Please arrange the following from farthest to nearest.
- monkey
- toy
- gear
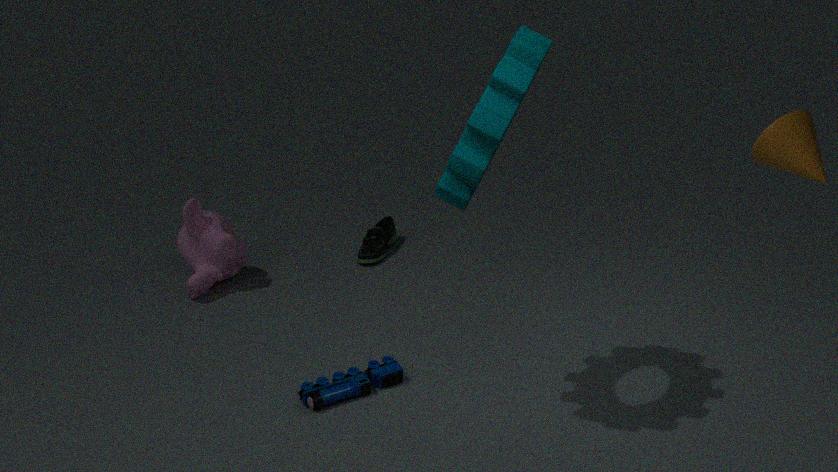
monkey, toy, gear
